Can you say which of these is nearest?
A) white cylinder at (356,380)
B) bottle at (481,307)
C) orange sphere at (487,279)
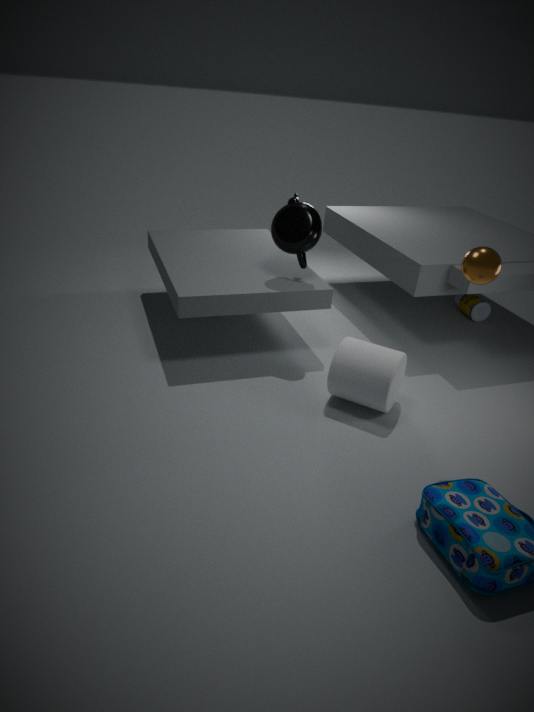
orange sphere at (487,279)
